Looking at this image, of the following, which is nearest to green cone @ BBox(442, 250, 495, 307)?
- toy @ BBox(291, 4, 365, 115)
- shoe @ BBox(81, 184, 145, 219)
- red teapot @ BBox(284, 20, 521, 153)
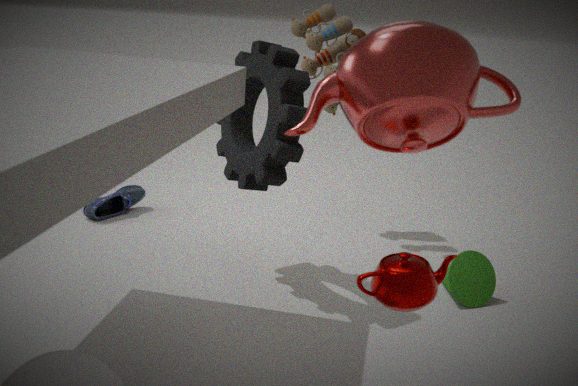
toy @ BBox(291, 4, 365, 115)
